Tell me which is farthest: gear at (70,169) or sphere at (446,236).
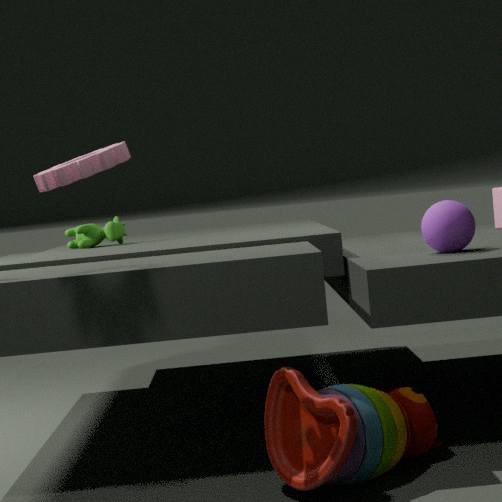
sphere at (446,236)
